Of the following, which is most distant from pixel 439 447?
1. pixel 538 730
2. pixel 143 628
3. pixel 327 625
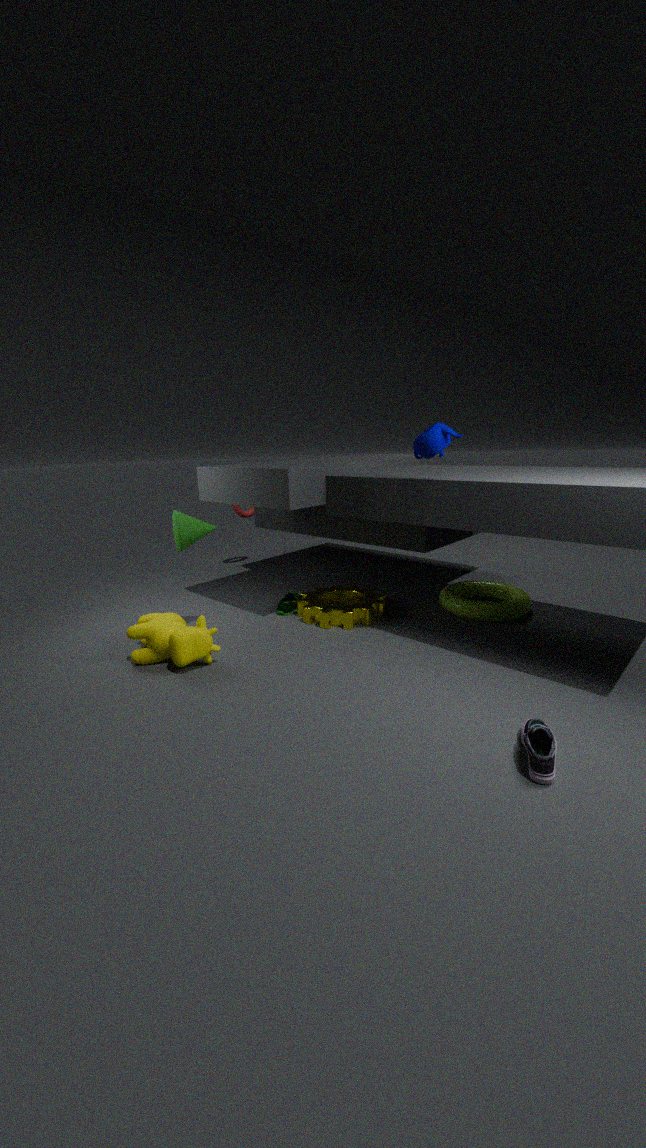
pixel 143 628
